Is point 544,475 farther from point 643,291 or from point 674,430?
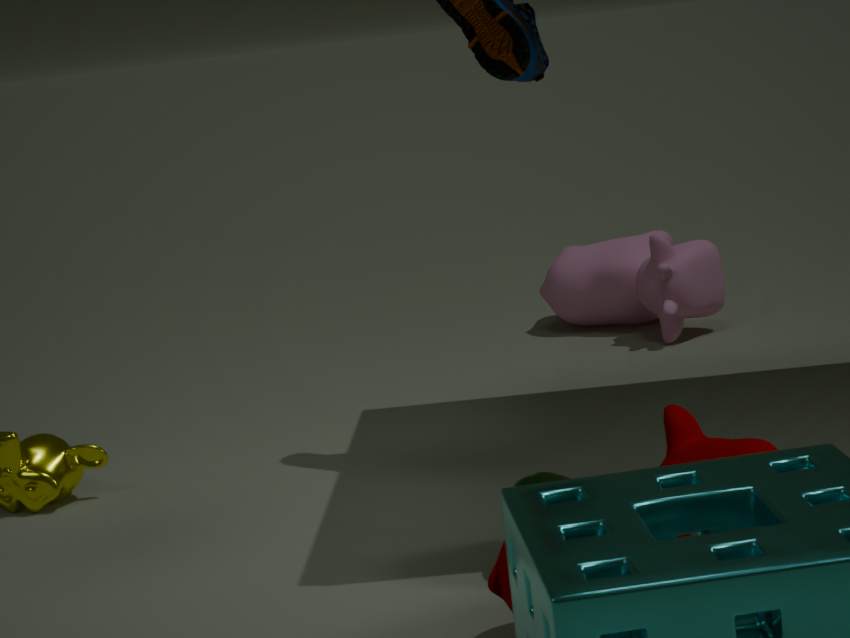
point 643,291
